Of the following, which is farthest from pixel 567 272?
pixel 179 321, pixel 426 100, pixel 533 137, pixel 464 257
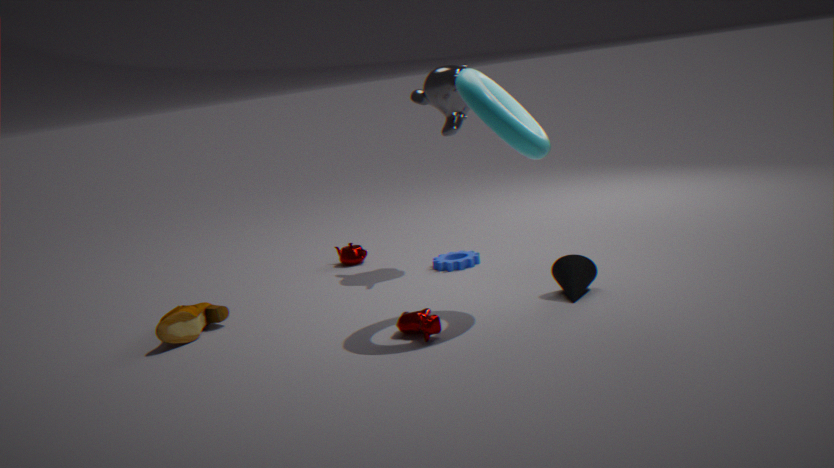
pixel 179 321
